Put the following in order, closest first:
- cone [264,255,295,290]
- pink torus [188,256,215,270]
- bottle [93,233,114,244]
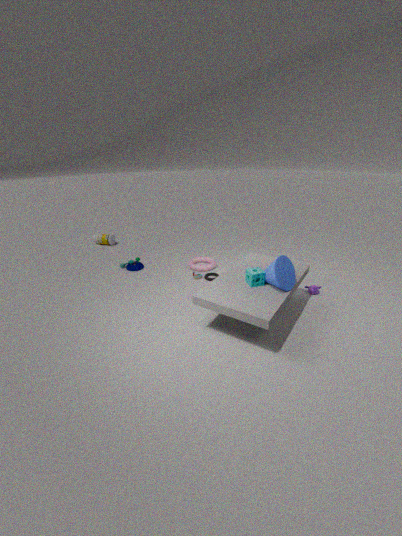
cone [264,255,295,290] → pink torus [188,256,215,270] → bottle [93,233,114,244]
